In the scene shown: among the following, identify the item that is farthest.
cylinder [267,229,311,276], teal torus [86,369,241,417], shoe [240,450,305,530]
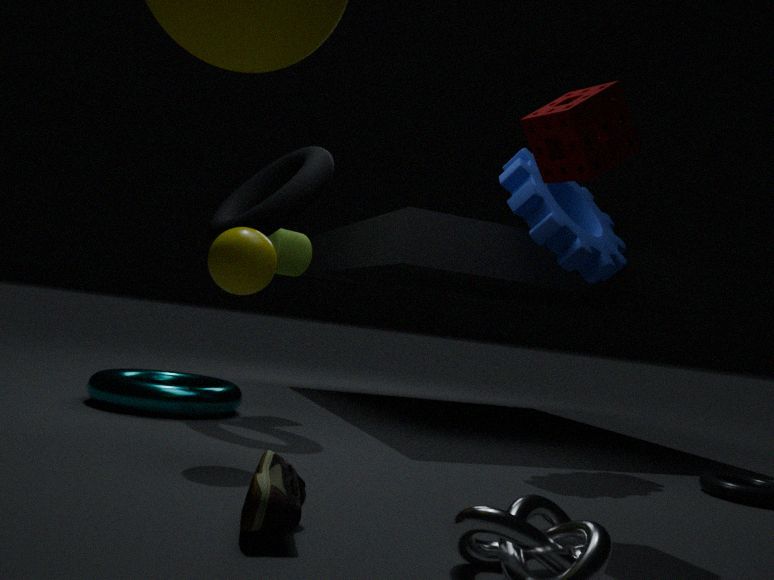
cylinder [267,229,311,276]
